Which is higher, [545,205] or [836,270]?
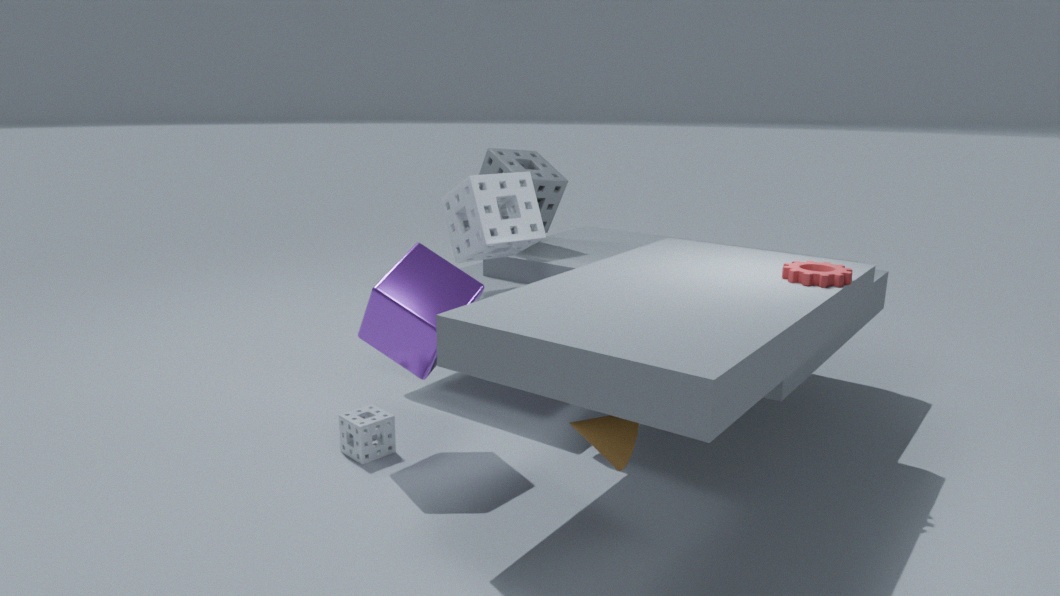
[545,205]
